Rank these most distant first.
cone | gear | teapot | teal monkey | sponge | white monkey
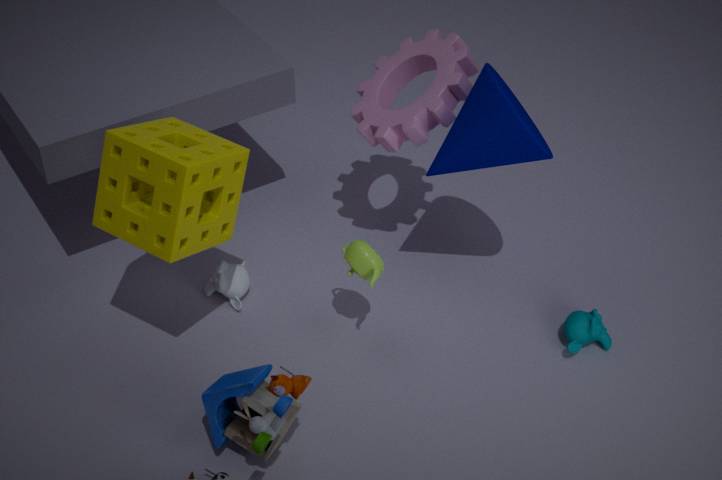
white monkey → teal monkey → gear → teapot → cone → sponge
